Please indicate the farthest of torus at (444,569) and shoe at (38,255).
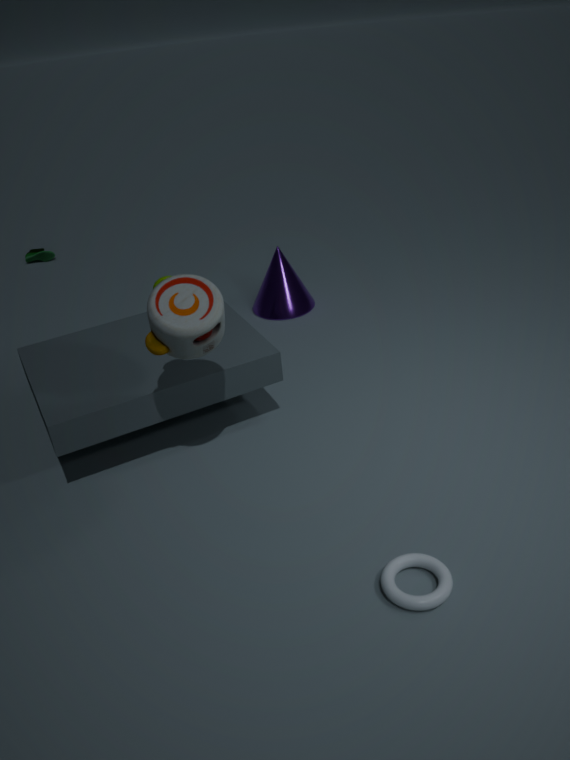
shoe at (38,255)
